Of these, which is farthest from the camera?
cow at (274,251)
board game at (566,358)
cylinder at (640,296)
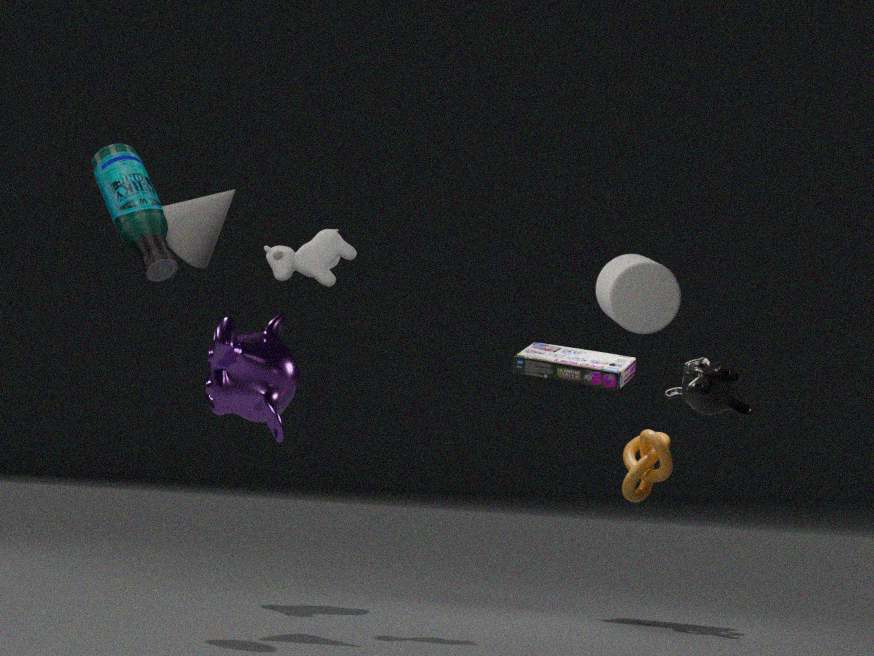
board game at (566,358)
